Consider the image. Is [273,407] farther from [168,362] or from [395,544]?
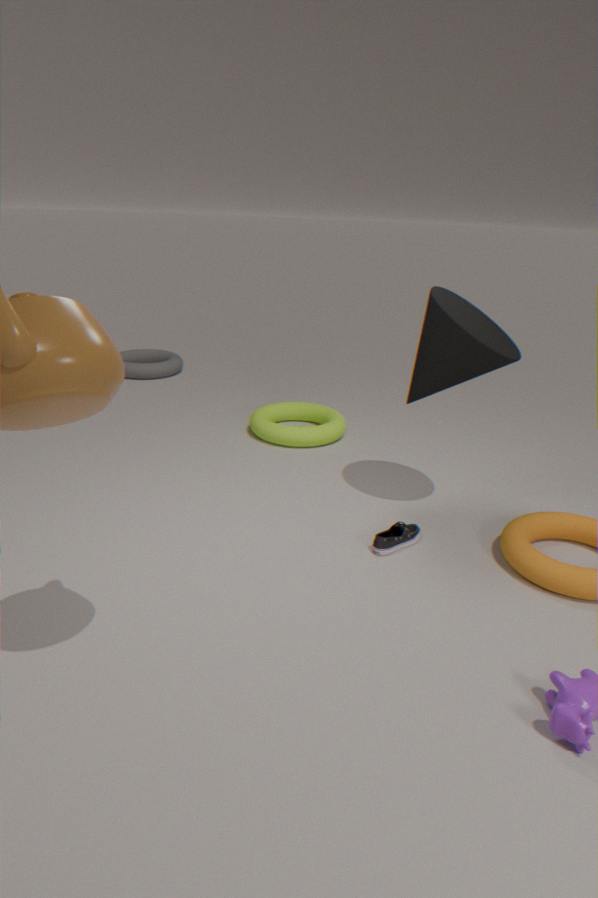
[168,362]
